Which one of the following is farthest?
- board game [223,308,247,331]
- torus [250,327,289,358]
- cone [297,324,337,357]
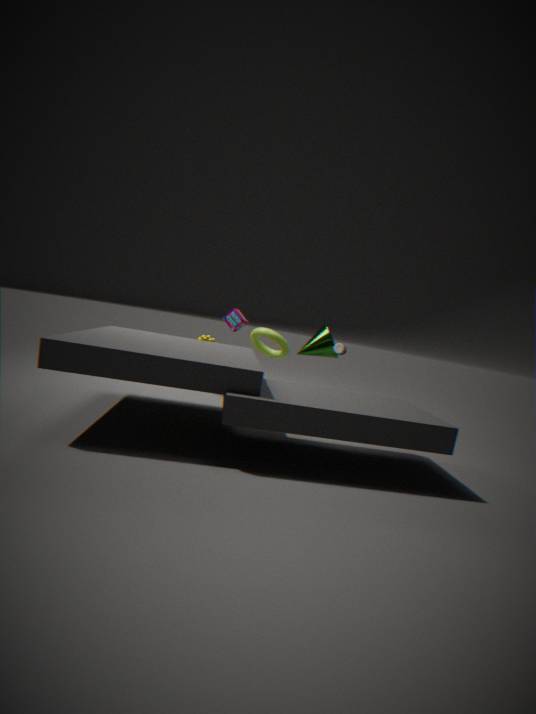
torus [250,327,289,358]
